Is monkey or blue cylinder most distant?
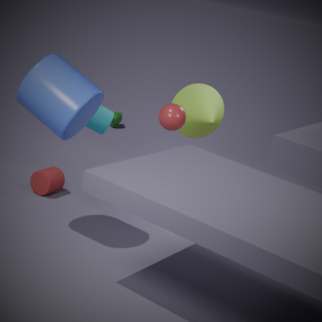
monkey
